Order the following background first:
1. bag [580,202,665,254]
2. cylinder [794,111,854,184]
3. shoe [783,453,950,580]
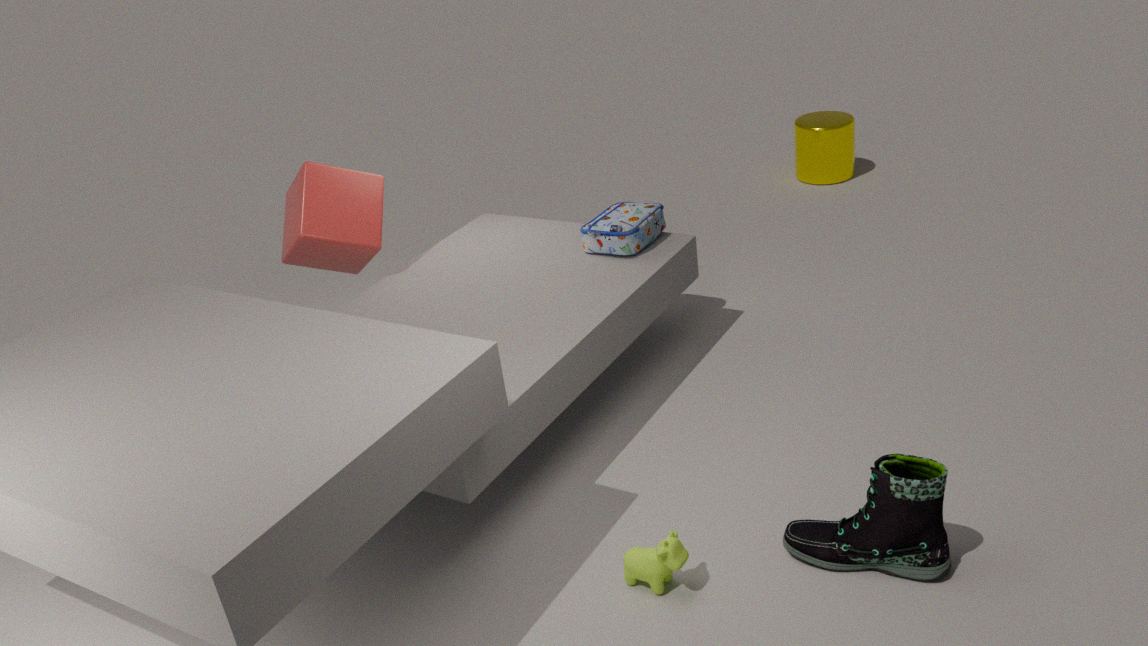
cylinder [794,111,854,184]
bag [580,202,665,254]
shoe [783,453,950,580]
